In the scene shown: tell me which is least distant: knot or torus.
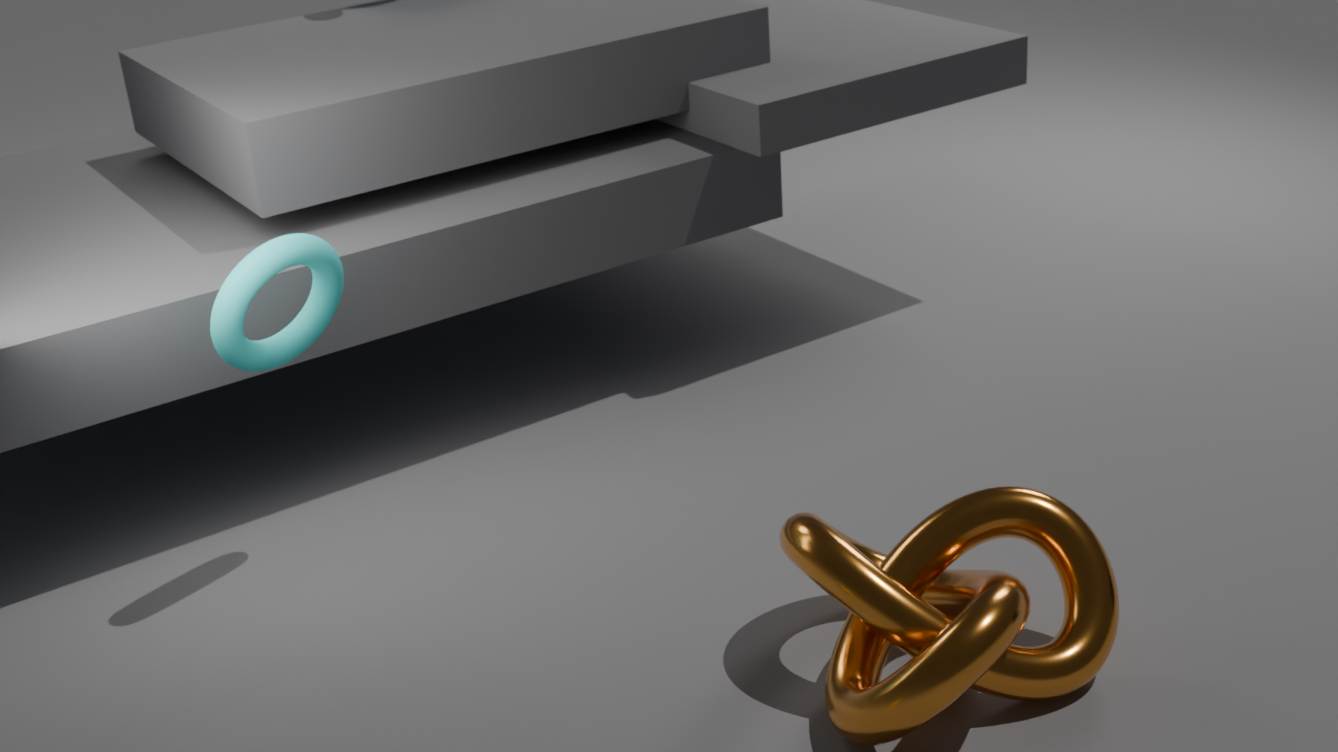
knot
